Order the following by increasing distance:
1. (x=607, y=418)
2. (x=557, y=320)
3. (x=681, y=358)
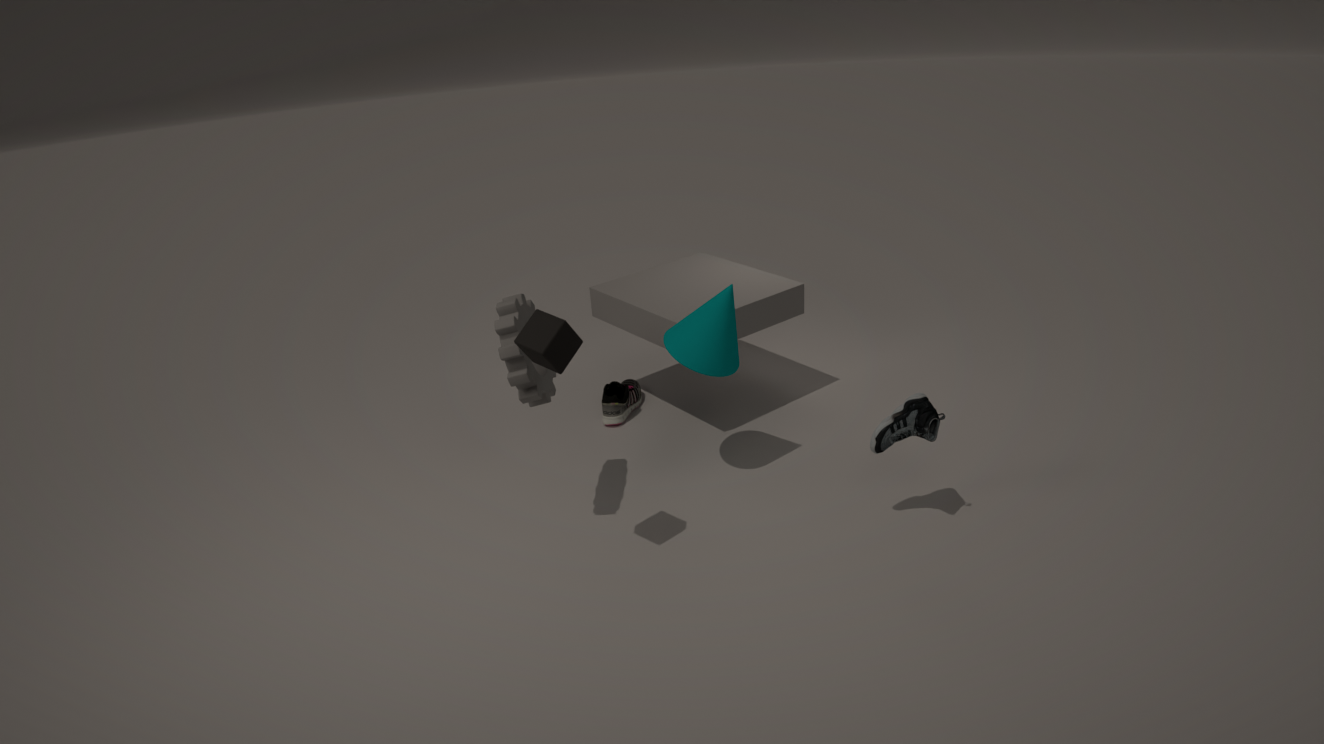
(x=557, y=320), (x=681, y=358), (x=607, y=418)
